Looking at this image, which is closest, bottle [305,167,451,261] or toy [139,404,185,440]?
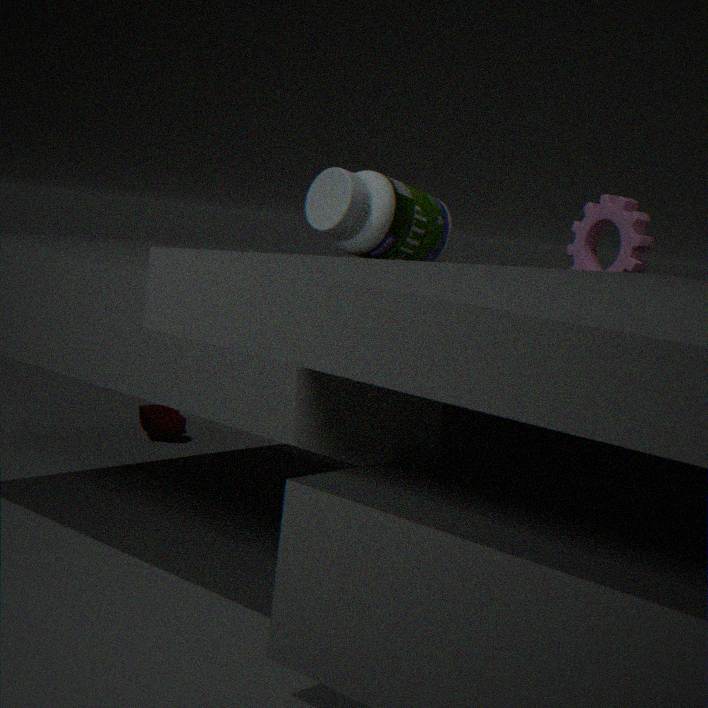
bottle [305,167,451,261]
